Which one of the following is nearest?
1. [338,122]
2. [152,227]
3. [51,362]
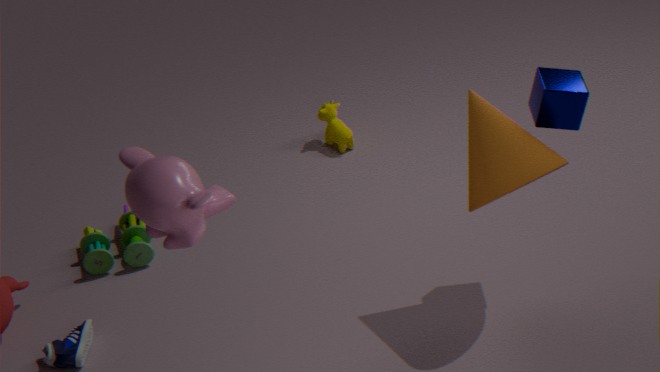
[152,227]
